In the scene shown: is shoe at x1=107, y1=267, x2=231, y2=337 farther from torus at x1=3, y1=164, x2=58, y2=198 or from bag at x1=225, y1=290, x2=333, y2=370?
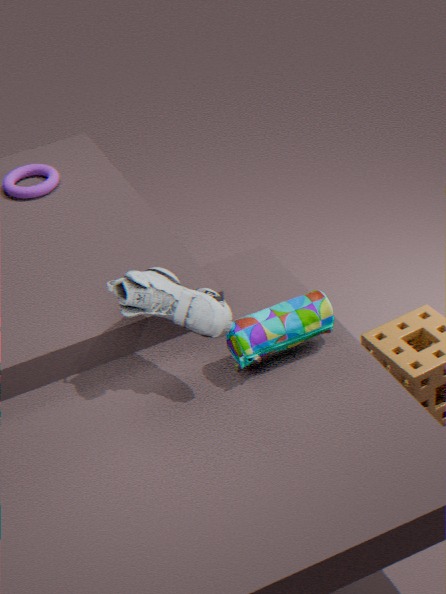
torus at x1=3, y1=164, x2=58, y2=198
